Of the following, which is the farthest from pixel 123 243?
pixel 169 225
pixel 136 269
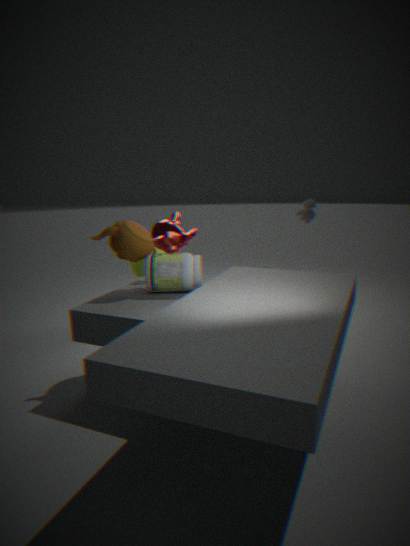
pixel 136 269
